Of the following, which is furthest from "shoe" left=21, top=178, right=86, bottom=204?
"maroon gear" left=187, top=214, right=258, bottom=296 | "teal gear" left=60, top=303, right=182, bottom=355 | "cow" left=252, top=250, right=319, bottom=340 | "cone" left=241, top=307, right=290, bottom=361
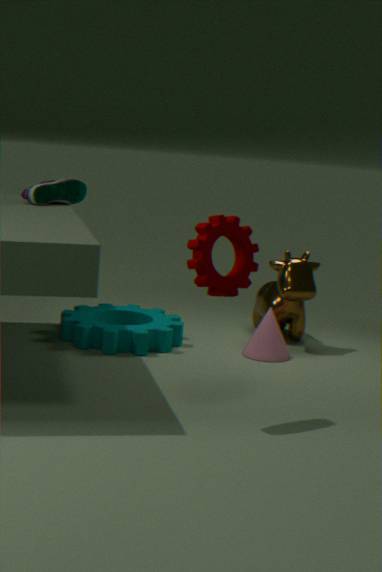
"maroon gear" left=187, top=214, right=258, bottom=296
